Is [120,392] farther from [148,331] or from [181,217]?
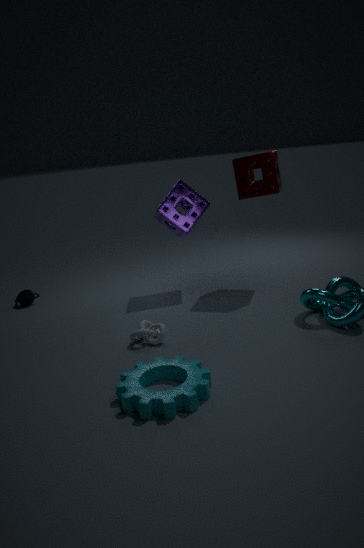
[181,217]
